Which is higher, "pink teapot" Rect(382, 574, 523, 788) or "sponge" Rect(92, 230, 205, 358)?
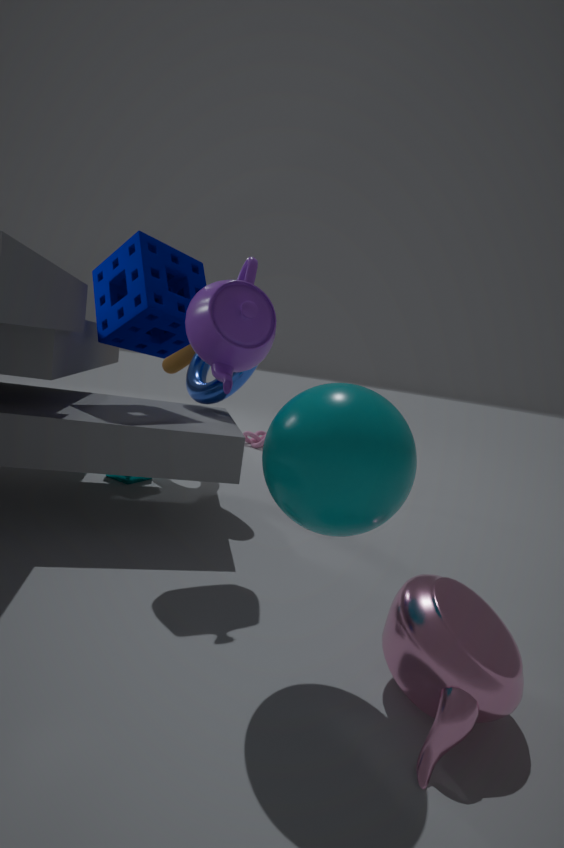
"sponge" Rect(92, 230, 205, 358)
